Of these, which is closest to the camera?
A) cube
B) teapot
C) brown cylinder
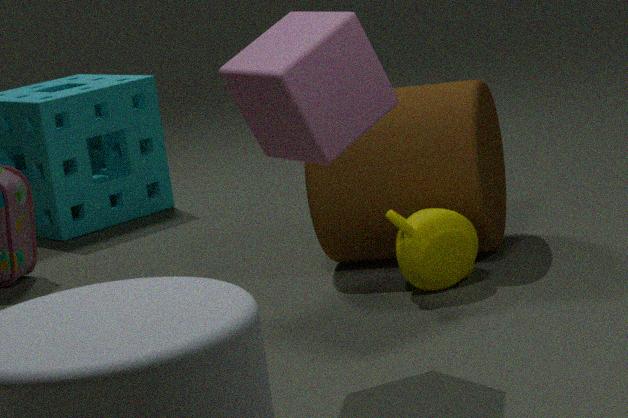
cube
